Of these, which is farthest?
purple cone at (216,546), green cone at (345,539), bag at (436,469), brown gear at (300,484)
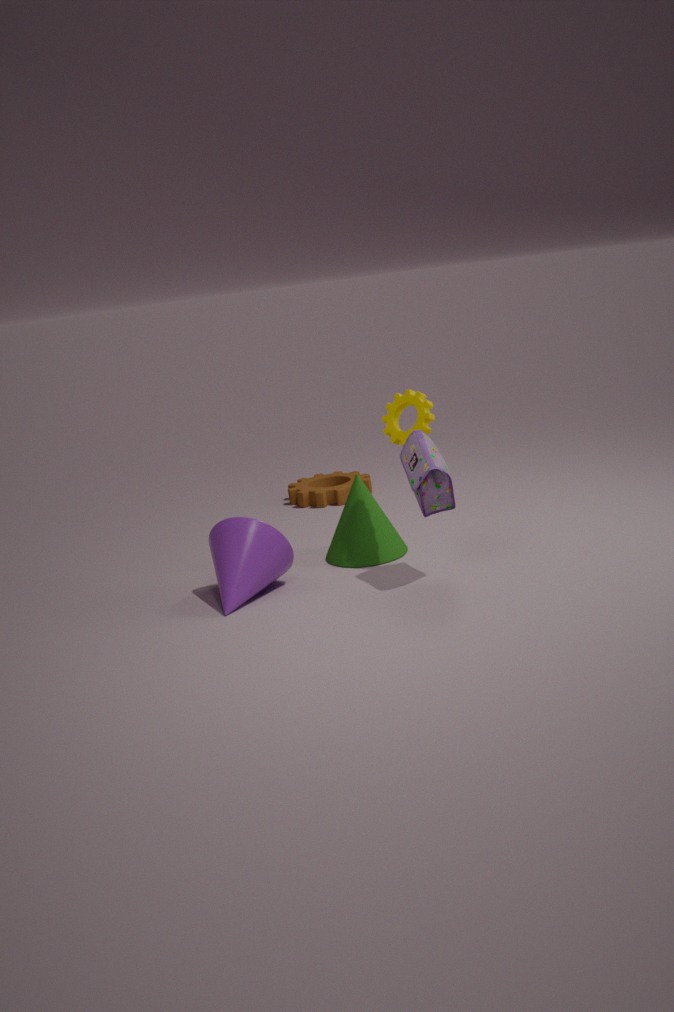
brown gear at (300,484)
